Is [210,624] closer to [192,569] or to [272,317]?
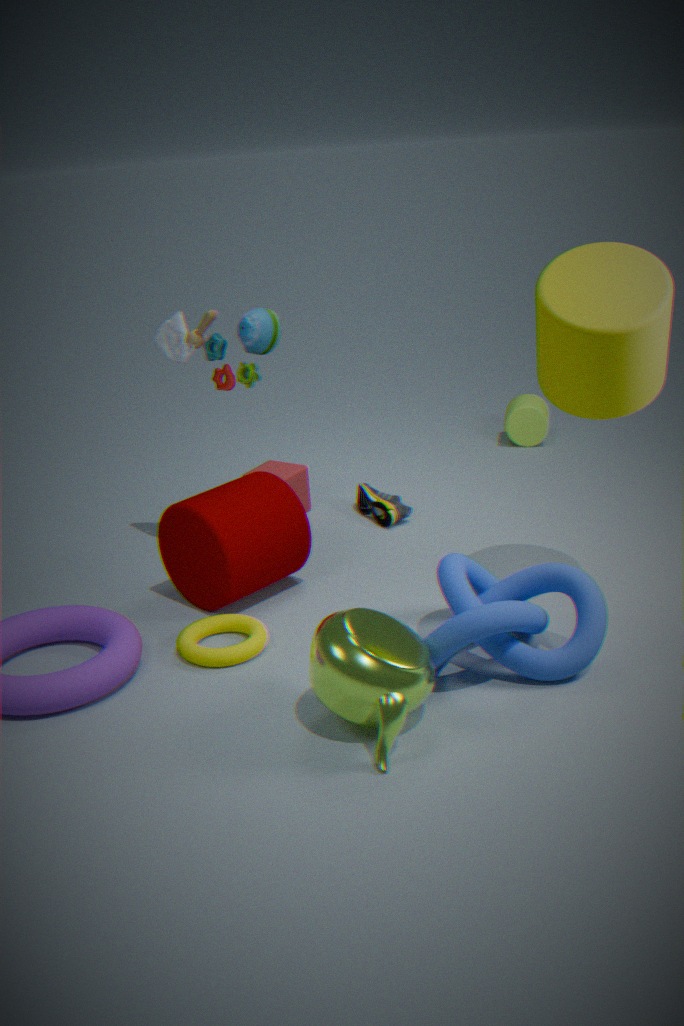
[192,569]
